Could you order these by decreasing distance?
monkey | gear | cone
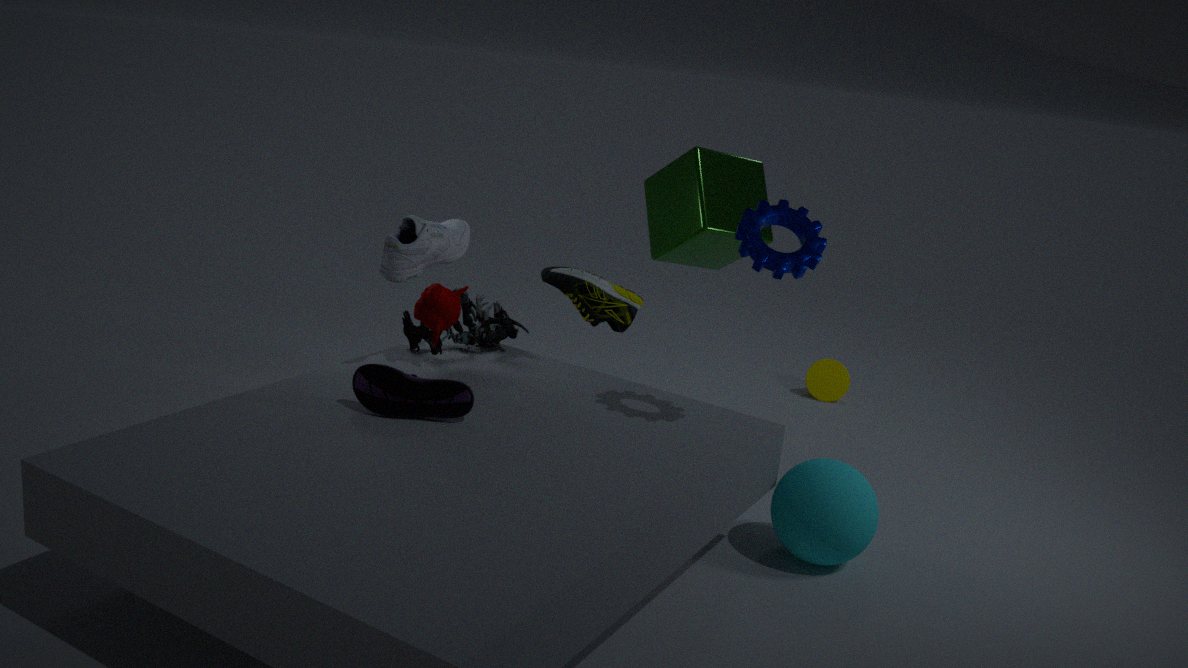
1. cone
2. monkey
3. gear
